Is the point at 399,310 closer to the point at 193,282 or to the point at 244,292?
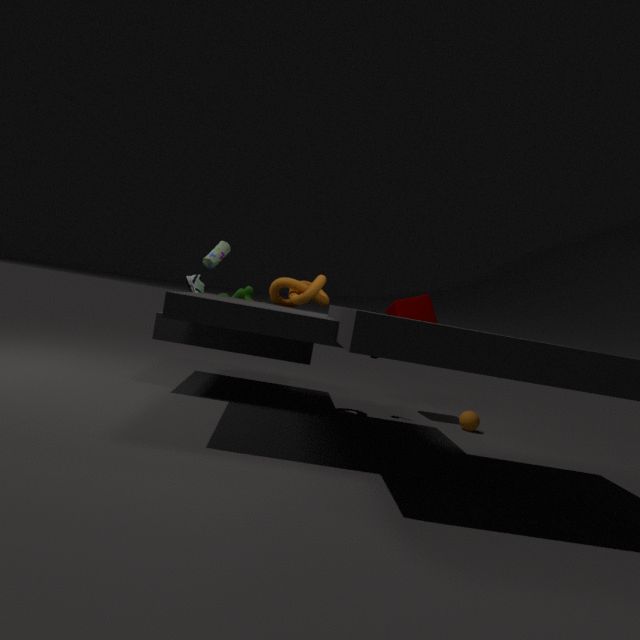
the point at 244,292
